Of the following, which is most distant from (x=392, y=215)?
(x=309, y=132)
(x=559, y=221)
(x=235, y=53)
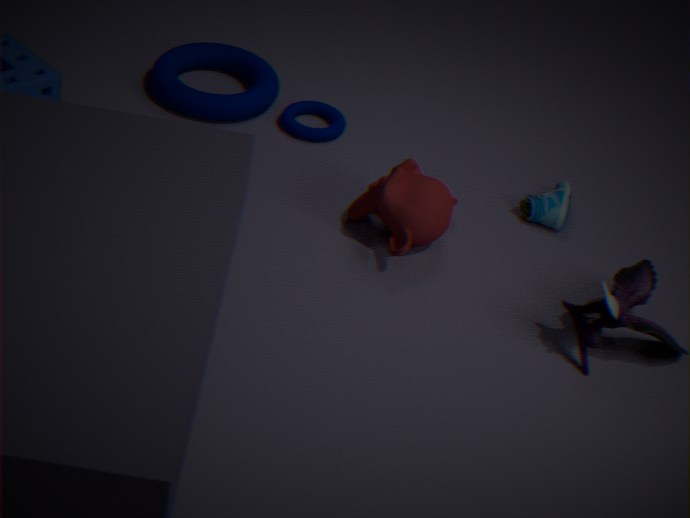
(x=235, y=53)
